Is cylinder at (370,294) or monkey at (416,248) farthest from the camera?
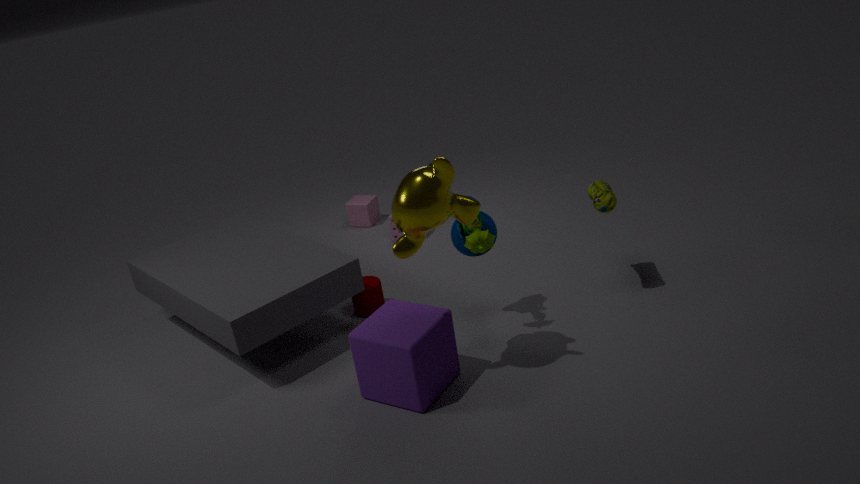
cylinder at (370,294)
